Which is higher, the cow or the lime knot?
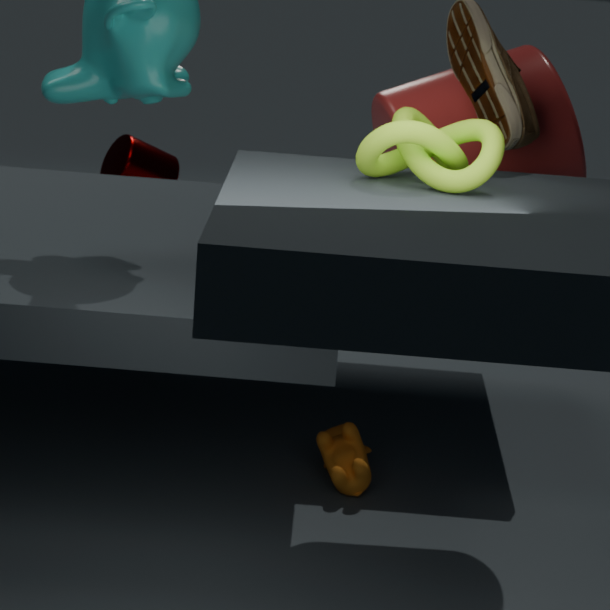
the lime knot
